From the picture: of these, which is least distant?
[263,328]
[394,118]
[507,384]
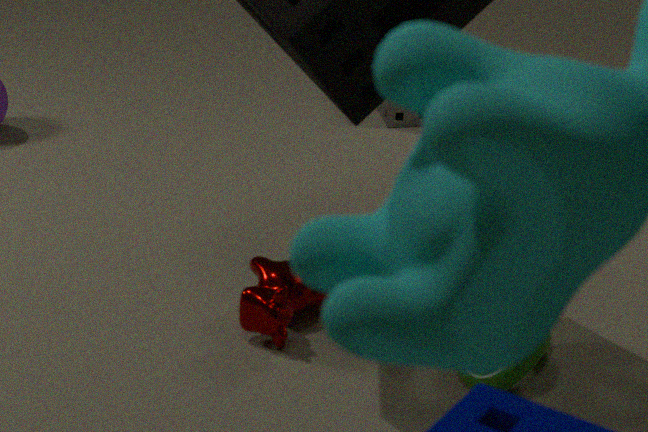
[507,384]
